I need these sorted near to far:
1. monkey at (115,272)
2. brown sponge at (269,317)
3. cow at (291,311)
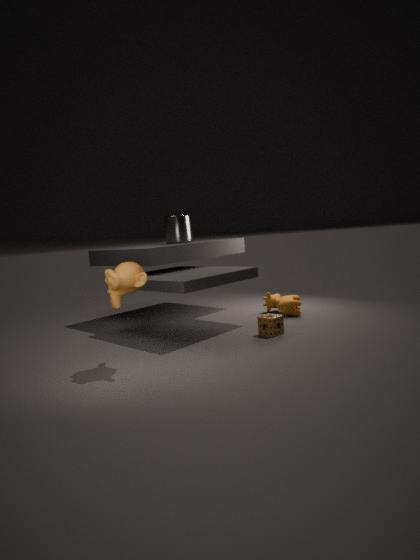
monkey at (115,272), brown sponge at (269,317), cow at (291,311)
